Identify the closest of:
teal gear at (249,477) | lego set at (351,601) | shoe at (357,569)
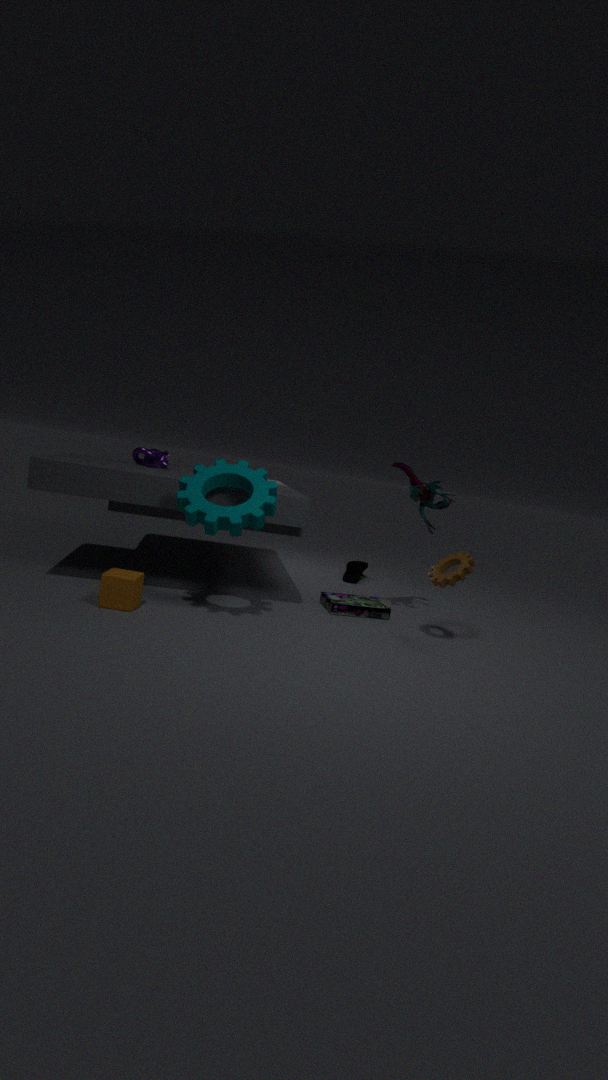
teal gear at (249,477)
